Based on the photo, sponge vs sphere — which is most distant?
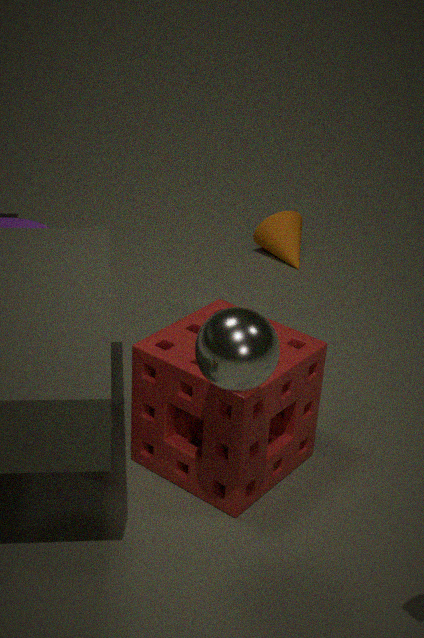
sponge
